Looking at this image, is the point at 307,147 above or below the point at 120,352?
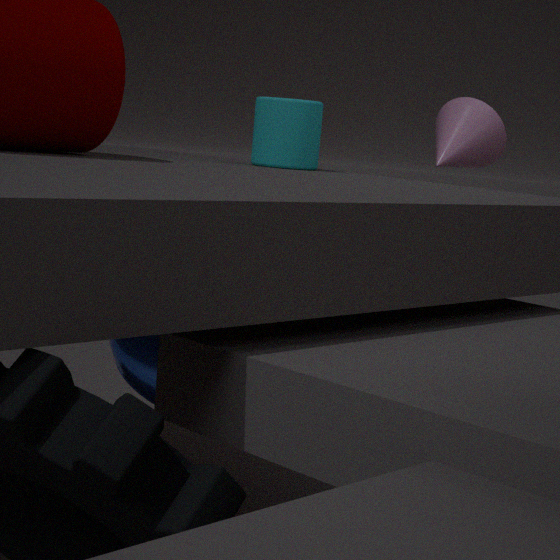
above
